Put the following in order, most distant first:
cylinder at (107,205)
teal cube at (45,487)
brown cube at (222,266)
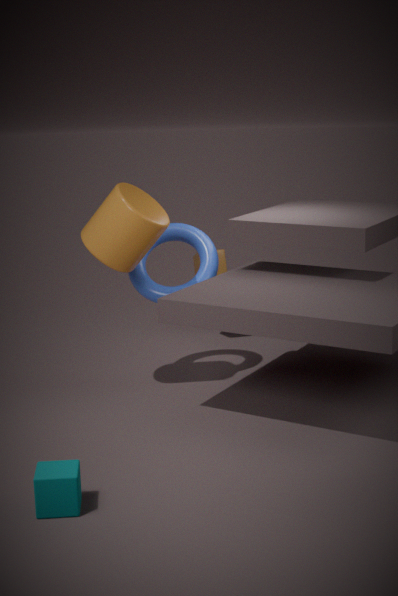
brown cube at (222,266) → cylinder at (107,205) → teal cube at (45,487)
